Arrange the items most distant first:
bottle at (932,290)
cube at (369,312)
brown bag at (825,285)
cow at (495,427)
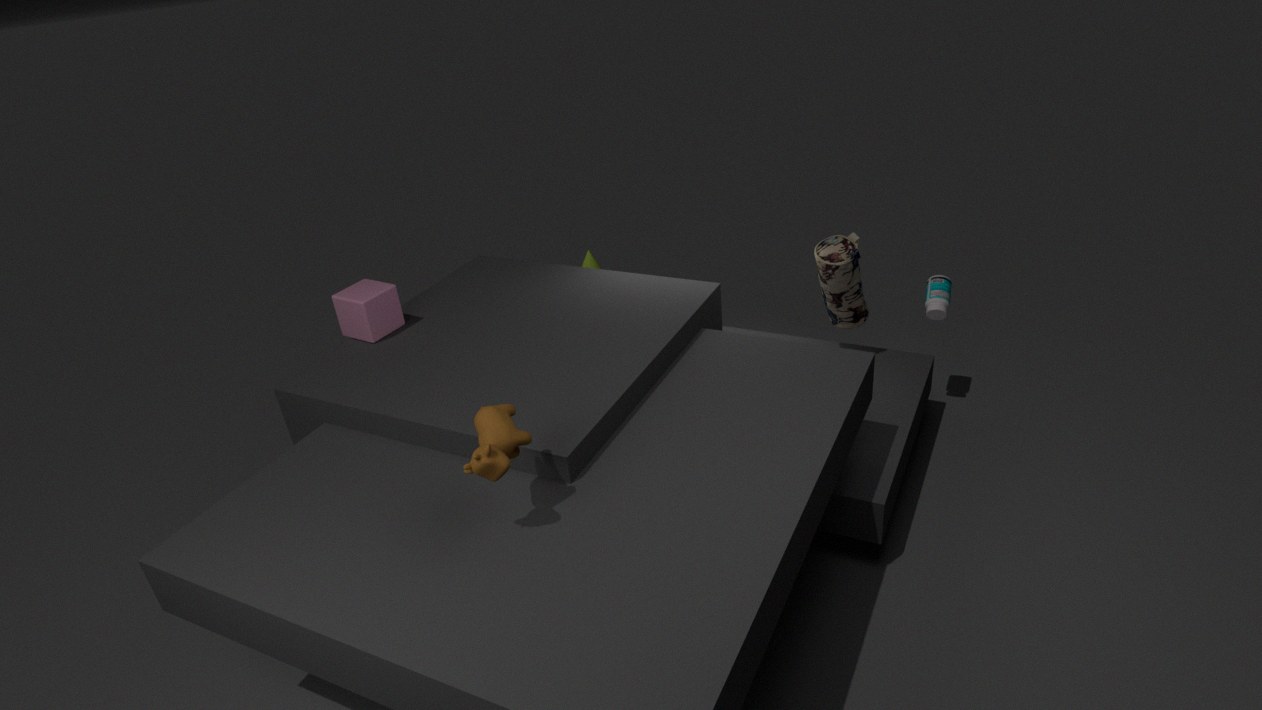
bottle at (932,290)
brown bag at (825,285)
cube at (369,312)
cow at (495,427)
